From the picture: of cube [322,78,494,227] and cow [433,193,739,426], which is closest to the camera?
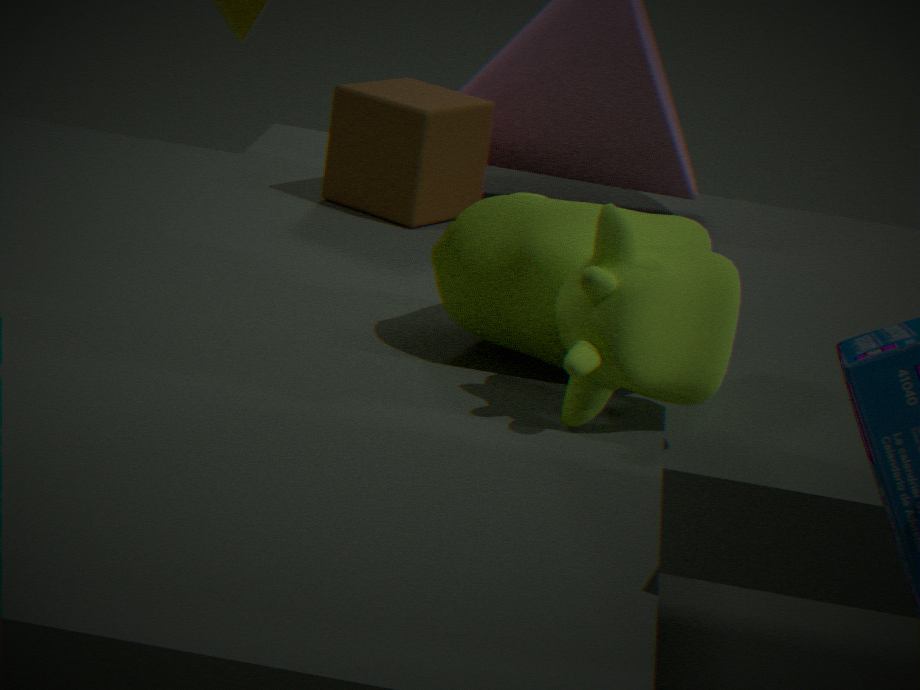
cow [433,193,739,426]
